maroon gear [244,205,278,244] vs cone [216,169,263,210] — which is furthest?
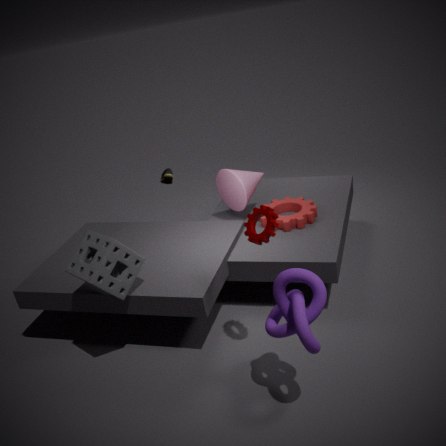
cone [216,169,263,210]
